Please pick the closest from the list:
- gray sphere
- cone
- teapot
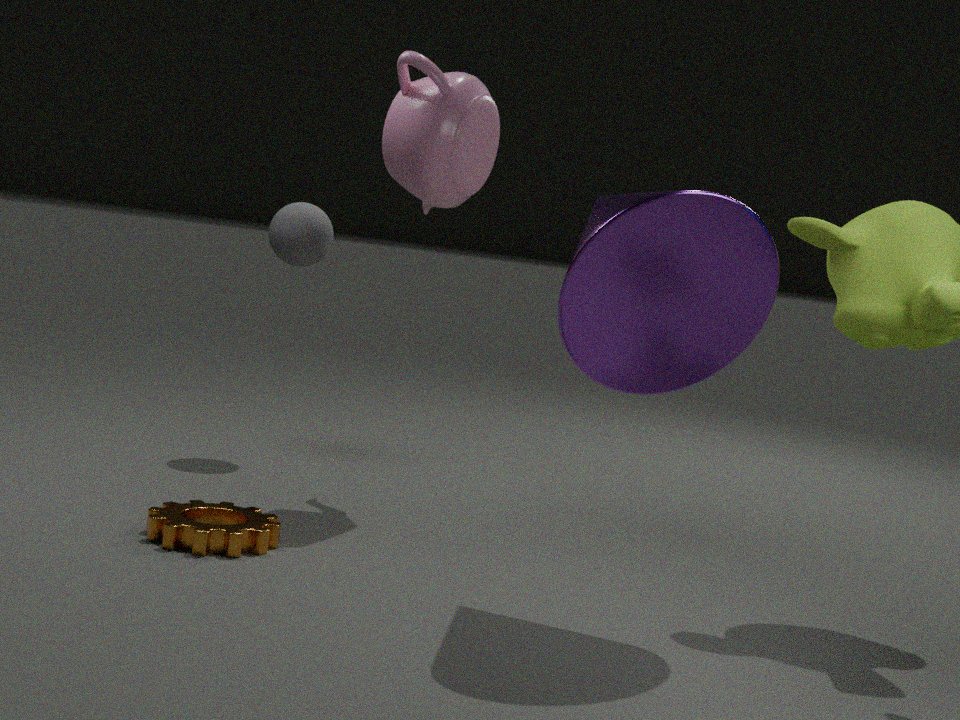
cone
